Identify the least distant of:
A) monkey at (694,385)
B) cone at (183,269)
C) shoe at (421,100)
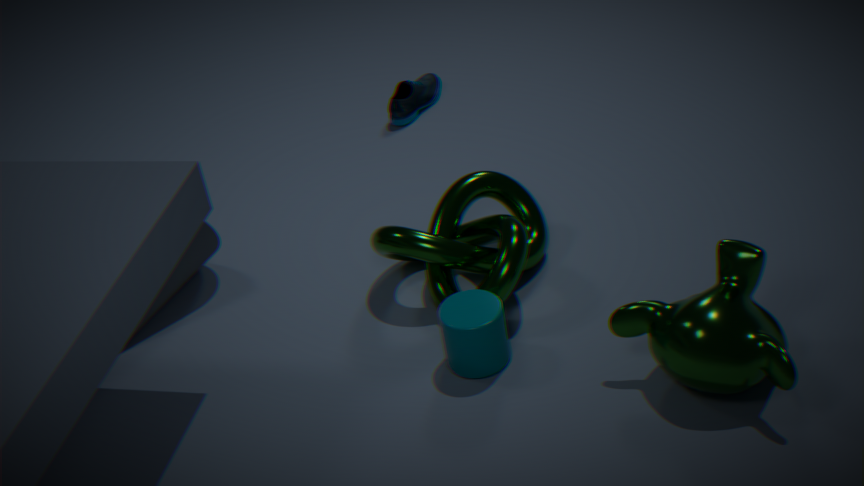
monkey at (694,385)
